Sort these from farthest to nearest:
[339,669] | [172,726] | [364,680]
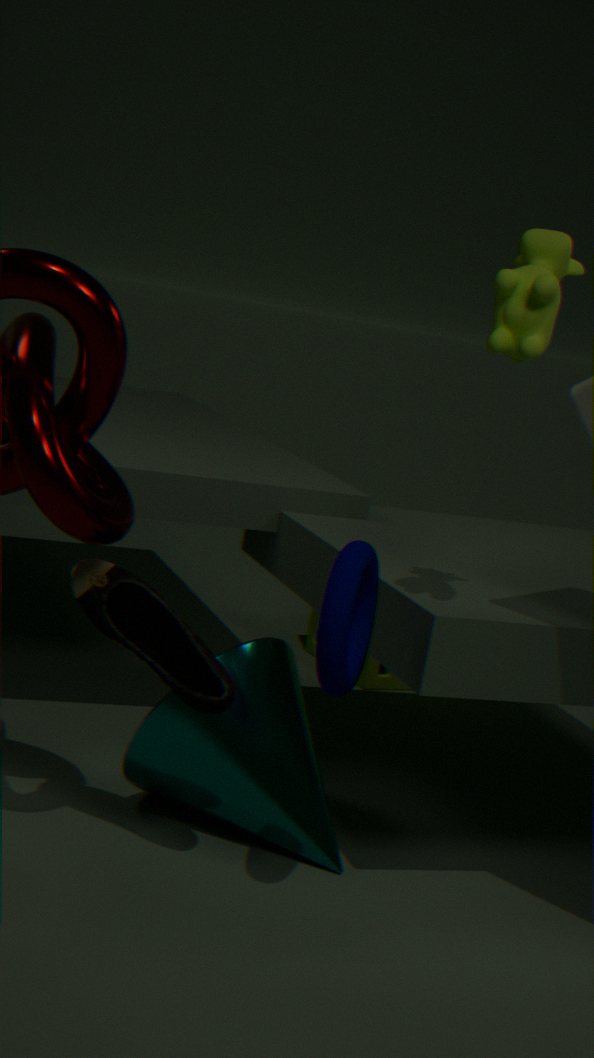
[364,680] → [172,726] → [339,669]
